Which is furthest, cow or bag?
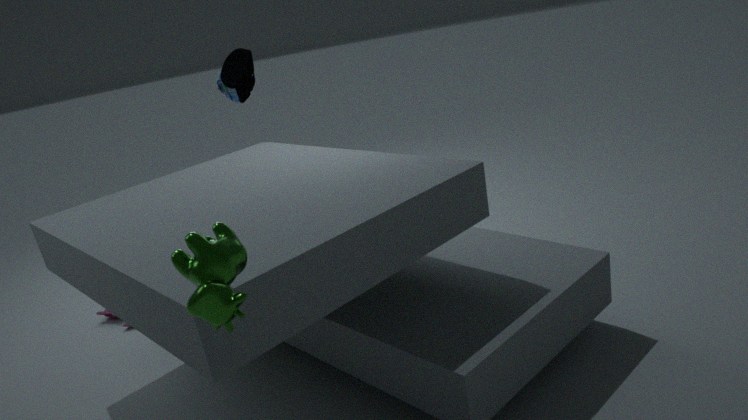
bag
